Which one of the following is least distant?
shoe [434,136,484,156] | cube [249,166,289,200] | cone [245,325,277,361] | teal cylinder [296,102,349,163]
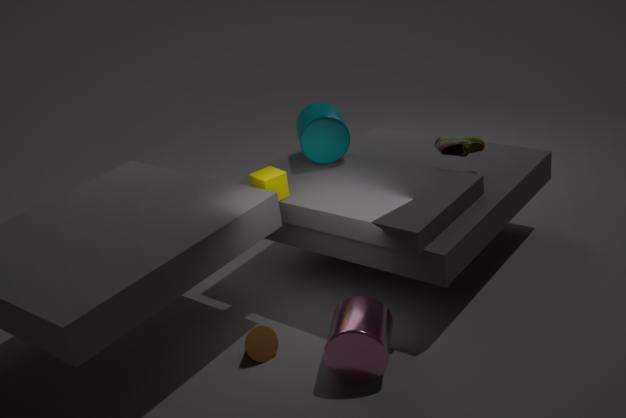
cone [245,325,277,361]
